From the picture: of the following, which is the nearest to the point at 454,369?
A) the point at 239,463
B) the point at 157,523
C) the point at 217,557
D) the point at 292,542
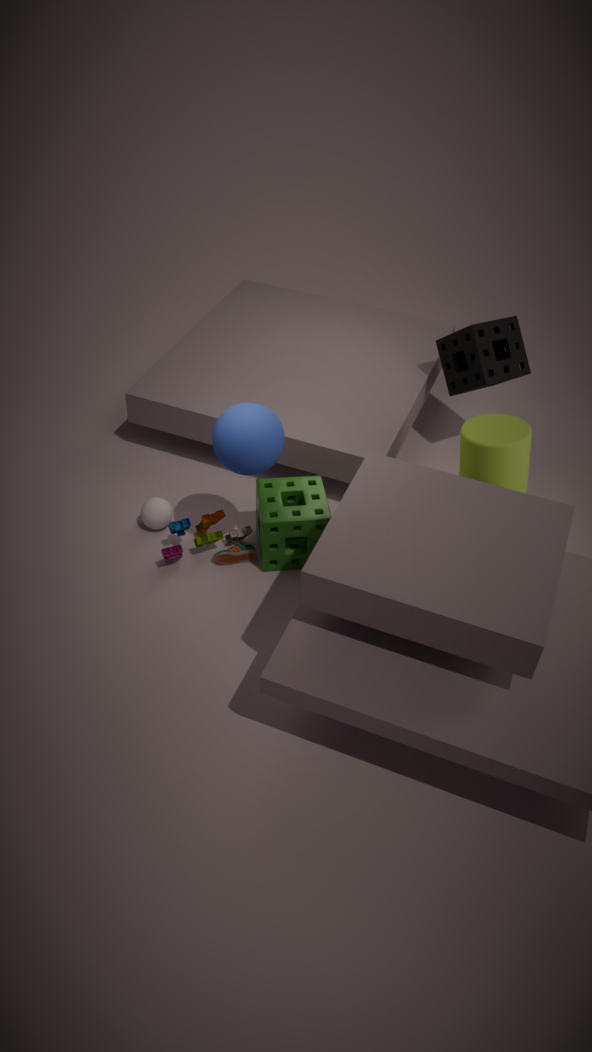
the point at 292,542
